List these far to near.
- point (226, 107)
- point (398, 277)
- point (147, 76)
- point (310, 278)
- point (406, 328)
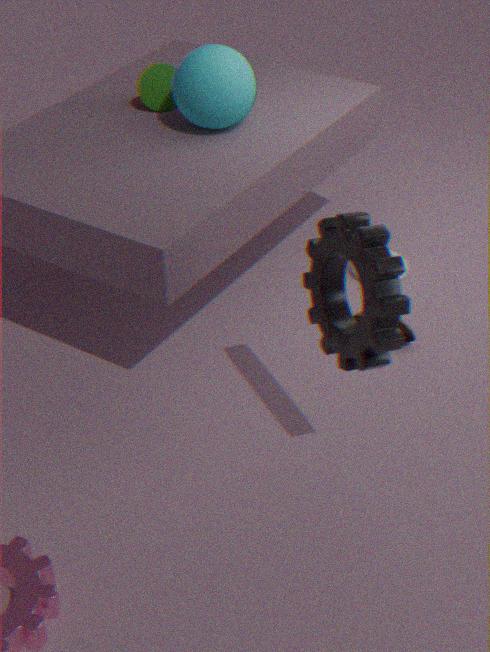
point (398, 277) → point (147, 76) → point (406, 328) → point (226, 107) → point (310, 278)
